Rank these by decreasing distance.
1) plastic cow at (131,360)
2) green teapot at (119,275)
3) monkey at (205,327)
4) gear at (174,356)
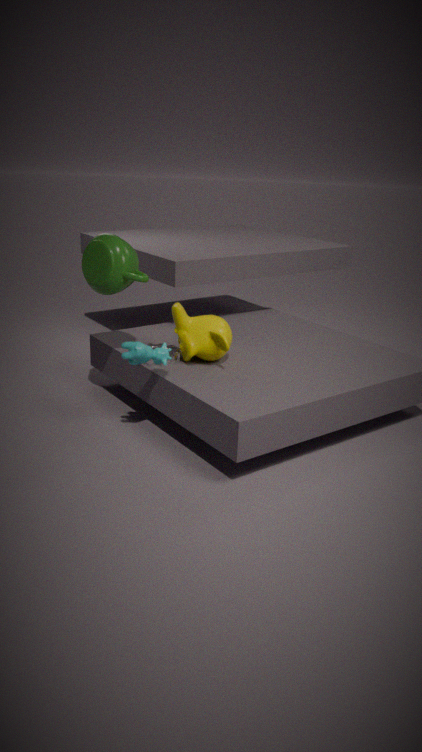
4. gear at (174,356)
3. monkey at (205,327)
2. green teapot at (119,275)
1. plastic cow at (131,360)
